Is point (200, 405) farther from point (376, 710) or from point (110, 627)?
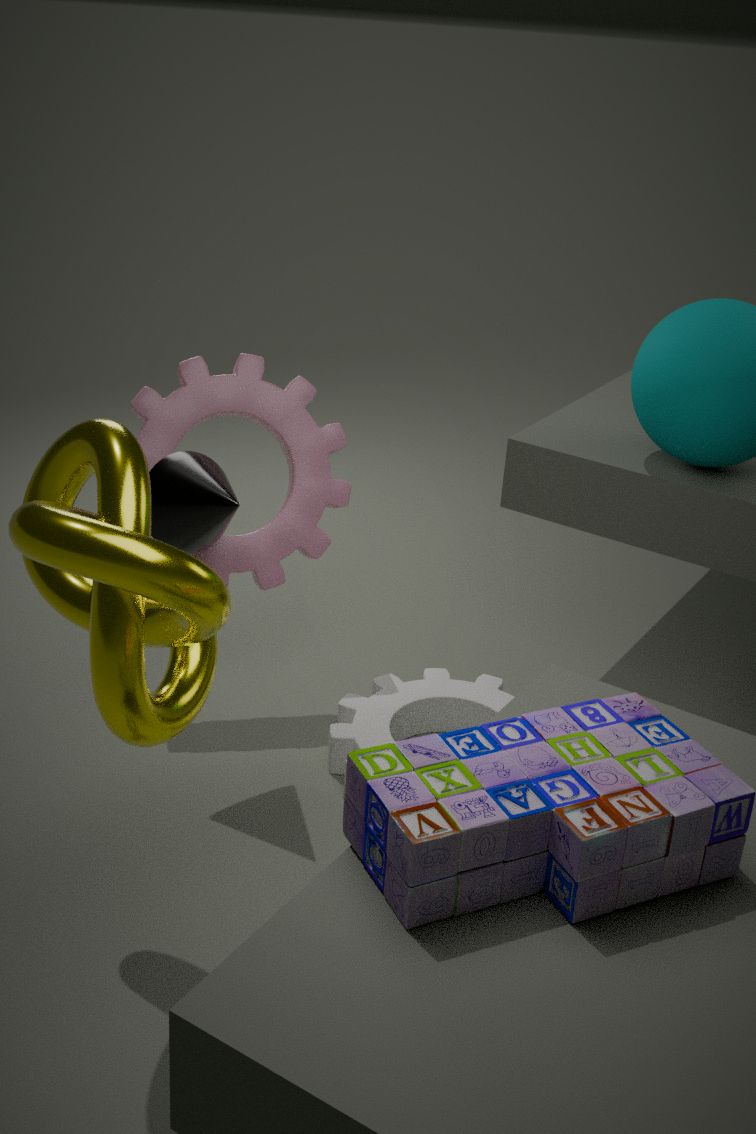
point (110, 627)
